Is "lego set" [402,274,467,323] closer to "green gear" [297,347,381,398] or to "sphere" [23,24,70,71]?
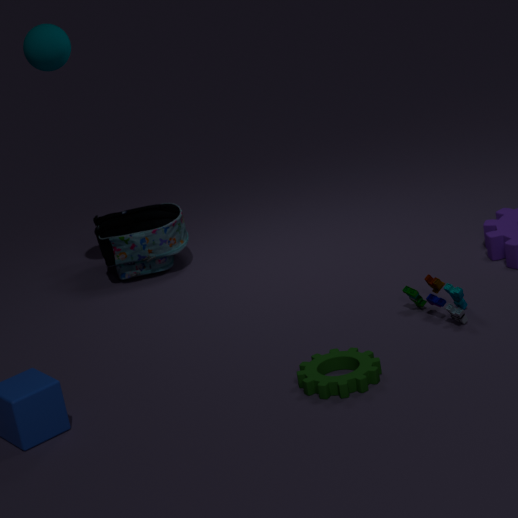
"green gear" [297,347,381,398]
